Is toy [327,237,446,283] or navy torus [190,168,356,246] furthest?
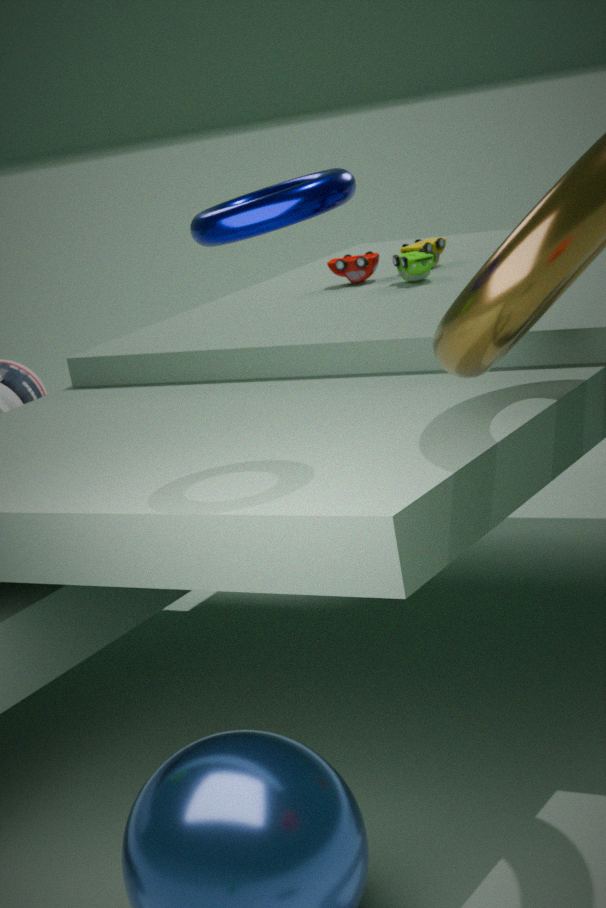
toy [327,237,446,283]
